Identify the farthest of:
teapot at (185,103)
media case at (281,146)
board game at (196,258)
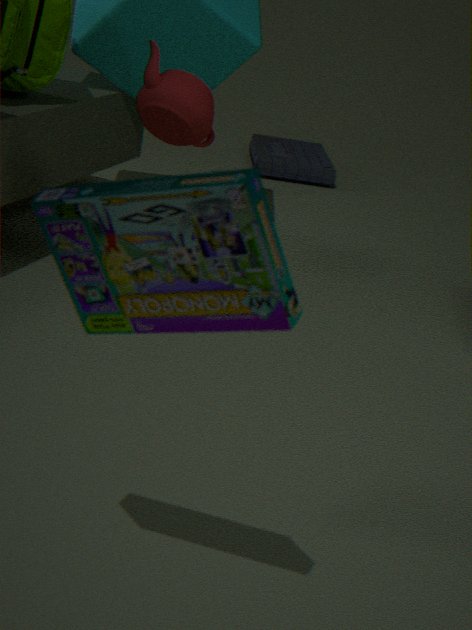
media case at (281,146)
